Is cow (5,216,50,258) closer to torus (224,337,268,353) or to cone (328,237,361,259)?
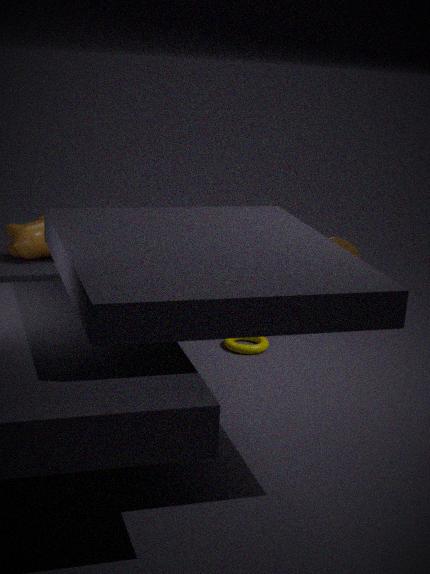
torus (224,337,268,353)
